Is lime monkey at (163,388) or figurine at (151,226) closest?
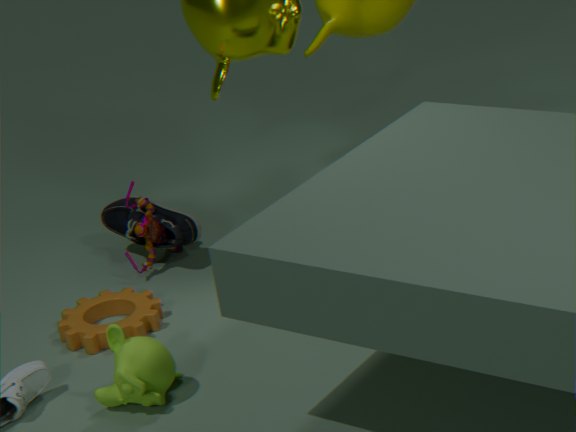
lime monkey at (163,388)
